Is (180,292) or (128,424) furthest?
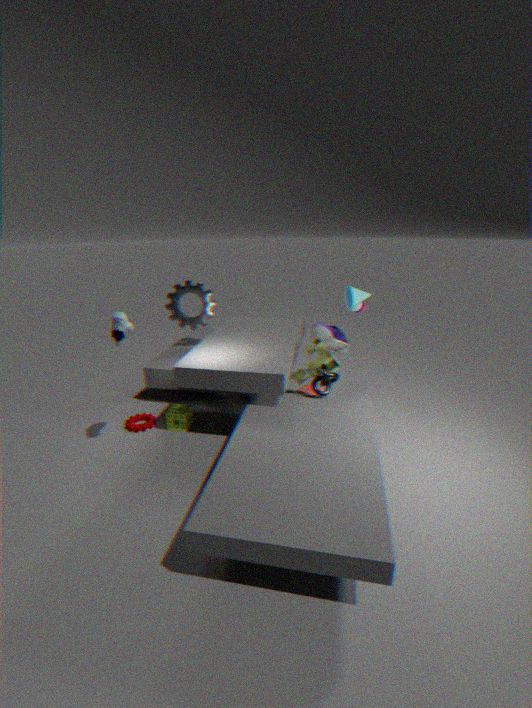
(180,292)
